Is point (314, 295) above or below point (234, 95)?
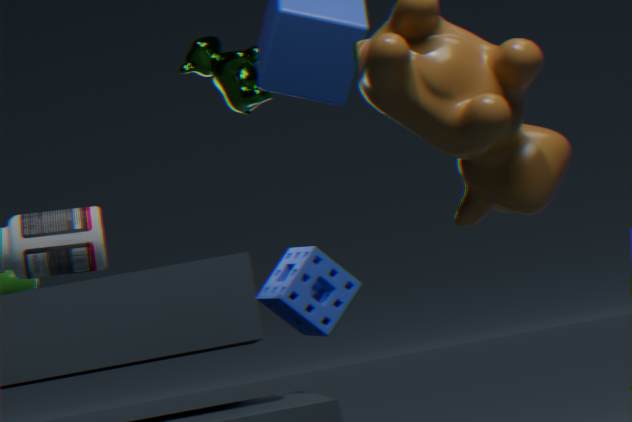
below
